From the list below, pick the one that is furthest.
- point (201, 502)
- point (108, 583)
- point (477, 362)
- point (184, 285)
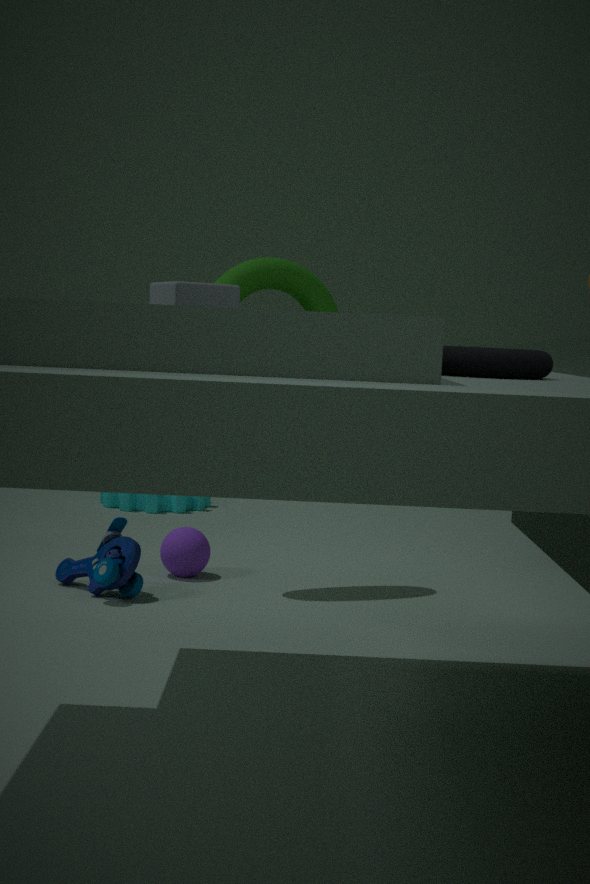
point (201, 502)
